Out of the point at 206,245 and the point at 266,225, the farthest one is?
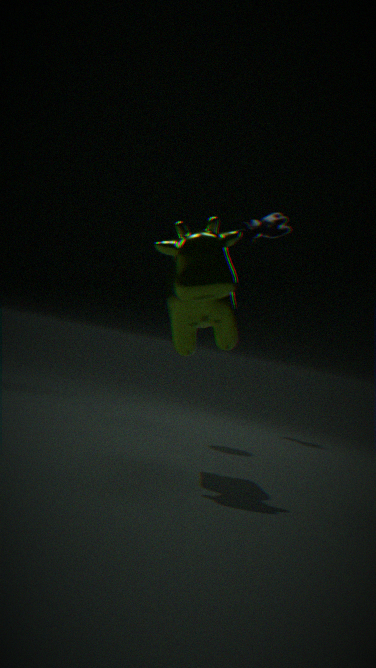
the point at 266,225
